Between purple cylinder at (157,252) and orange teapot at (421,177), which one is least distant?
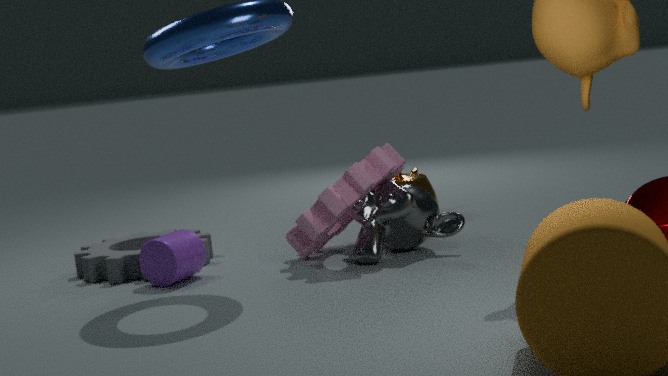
purple cylinder at (157,252)
